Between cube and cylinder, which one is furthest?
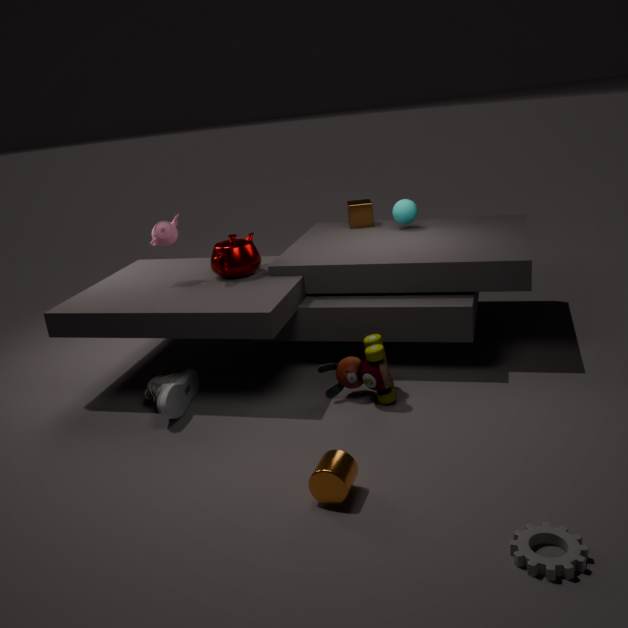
cube
